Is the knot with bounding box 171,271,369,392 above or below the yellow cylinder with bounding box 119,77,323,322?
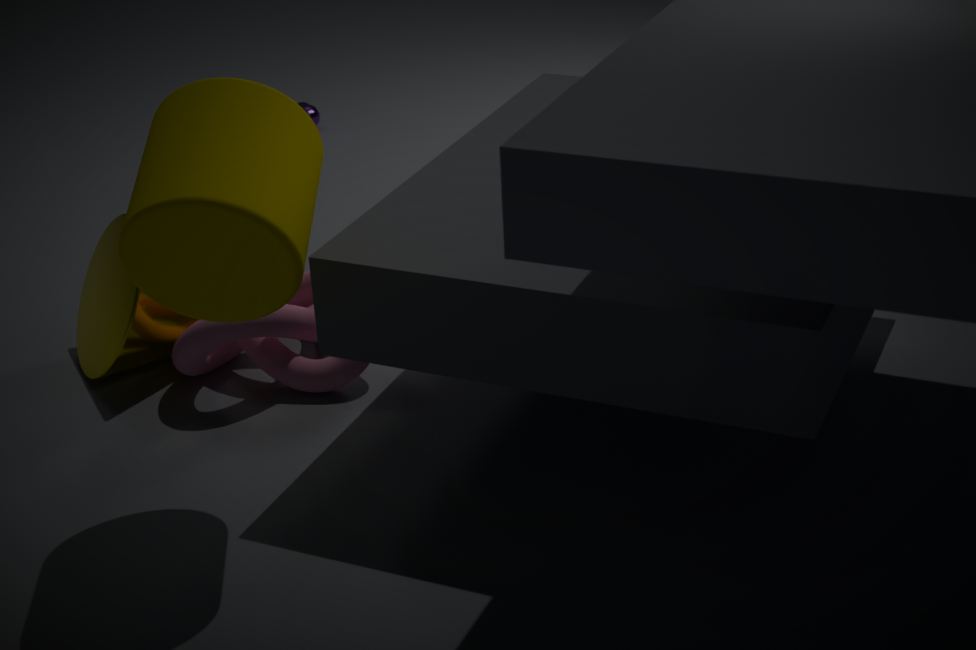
below
